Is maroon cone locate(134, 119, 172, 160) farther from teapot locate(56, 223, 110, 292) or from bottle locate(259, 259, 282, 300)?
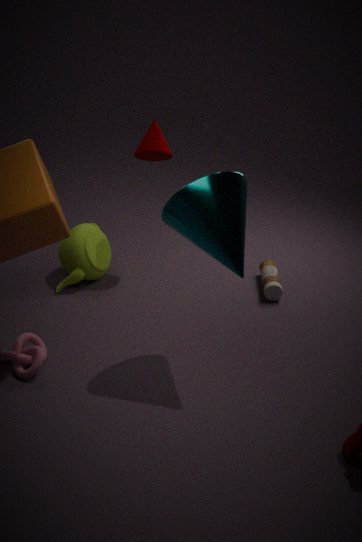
bottle locate(259, 259, 282, 300)
